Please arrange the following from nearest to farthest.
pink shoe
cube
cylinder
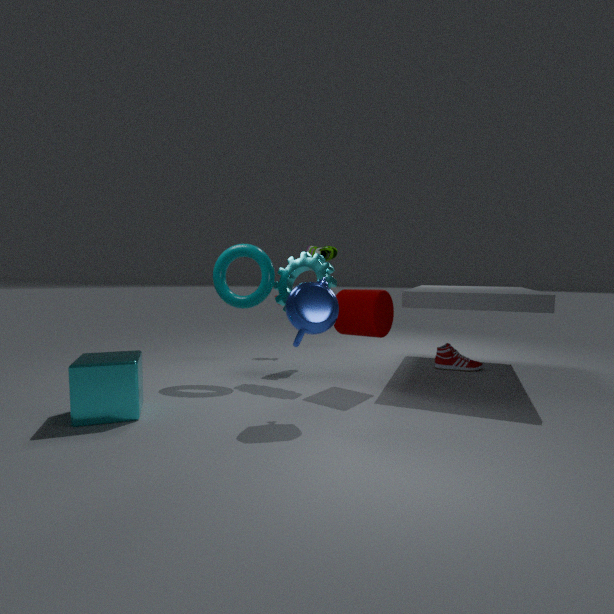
cube
cylinder
pink shoe
